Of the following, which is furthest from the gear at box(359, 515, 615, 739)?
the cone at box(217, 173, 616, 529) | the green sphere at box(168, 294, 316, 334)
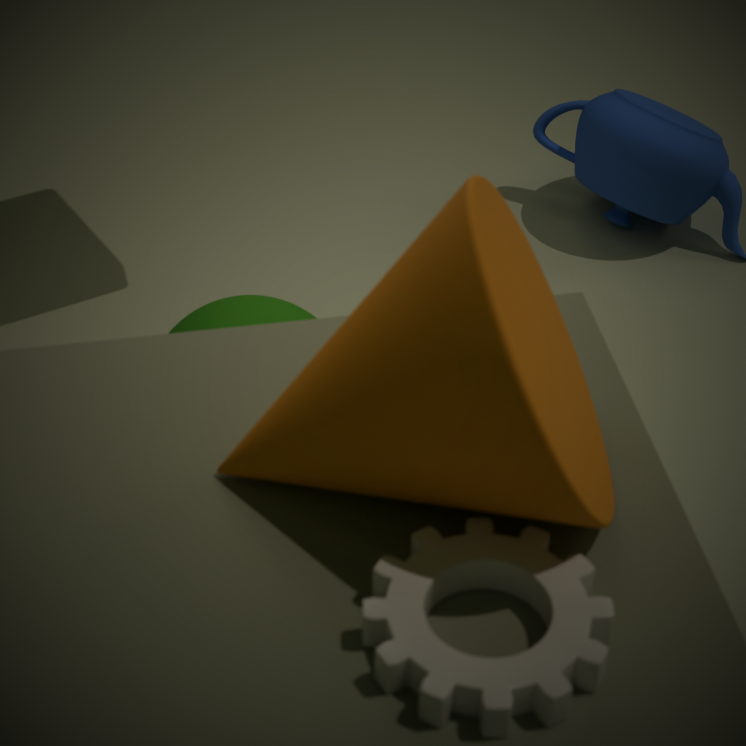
the green sphere at box(168, 294, 316, 334)
